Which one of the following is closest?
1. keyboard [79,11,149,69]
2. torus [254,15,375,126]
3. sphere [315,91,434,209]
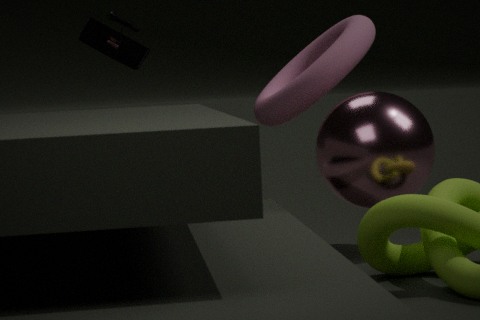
sphere [315,91,434,209]
